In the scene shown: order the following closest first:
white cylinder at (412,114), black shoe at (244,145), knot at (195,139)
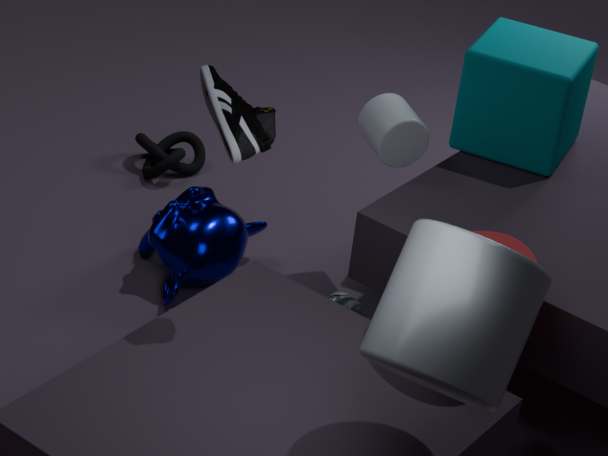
1. black shoe at (244,145)
2. white cylinder at (412,114)
3. knot at (195,139)
